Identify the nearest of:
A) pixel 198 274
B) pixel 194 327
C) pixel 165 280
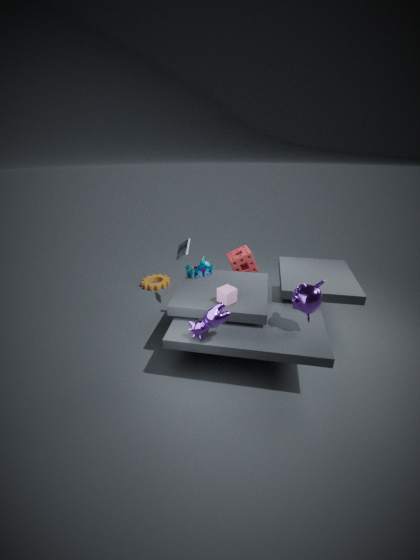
pixel 194 327
